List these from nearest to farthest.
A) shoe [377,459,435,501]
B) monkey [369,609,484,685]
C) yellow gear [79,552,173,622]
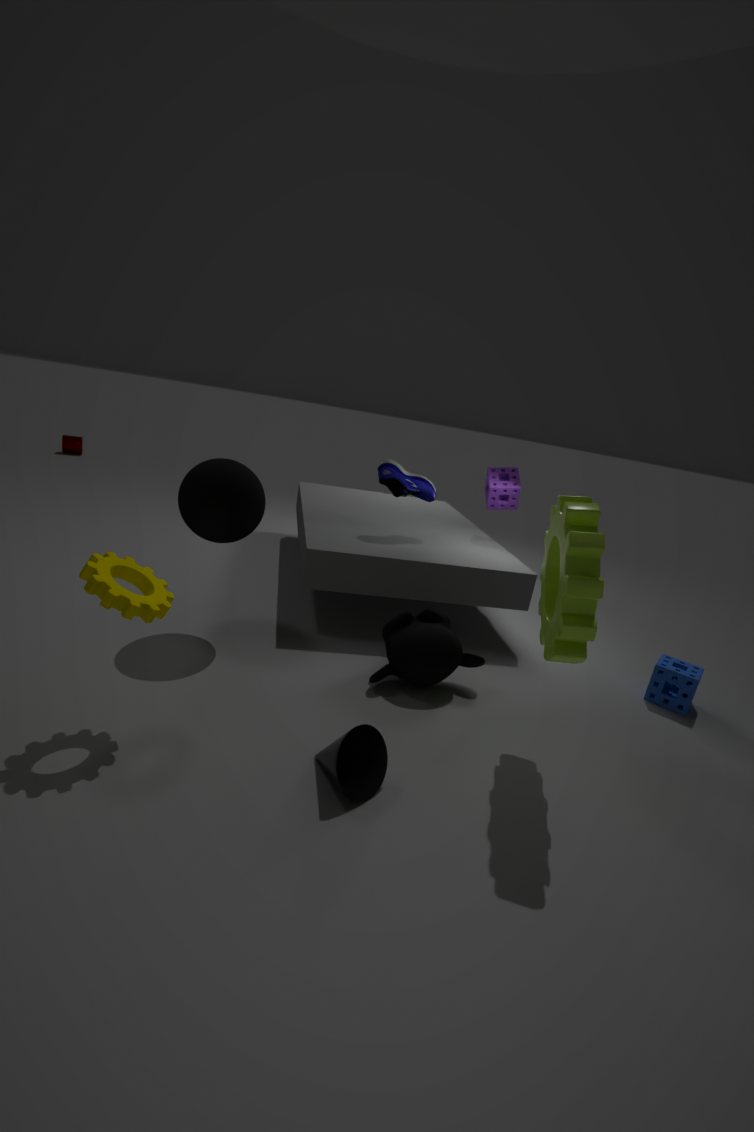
1. yellow gear [79,552,173,622]
2. monkey [369,609,484,685]
3. shoe [377,459,435,501]
